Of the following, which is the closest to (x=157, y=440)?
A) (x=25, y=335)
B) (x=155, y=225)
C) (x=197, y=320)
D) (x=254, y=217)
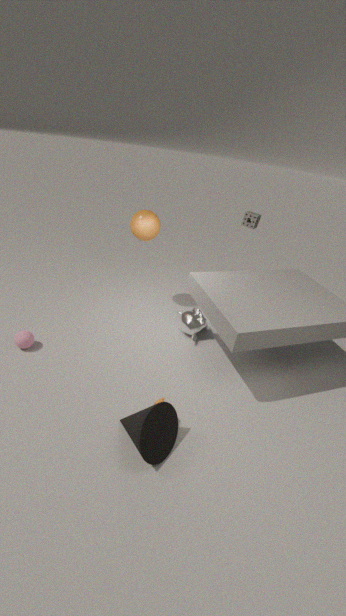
(x=197, y=320)
